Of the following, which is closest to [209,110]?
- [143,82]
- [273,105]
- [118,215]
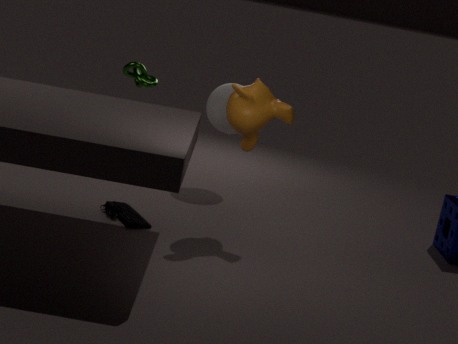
[143,82]
